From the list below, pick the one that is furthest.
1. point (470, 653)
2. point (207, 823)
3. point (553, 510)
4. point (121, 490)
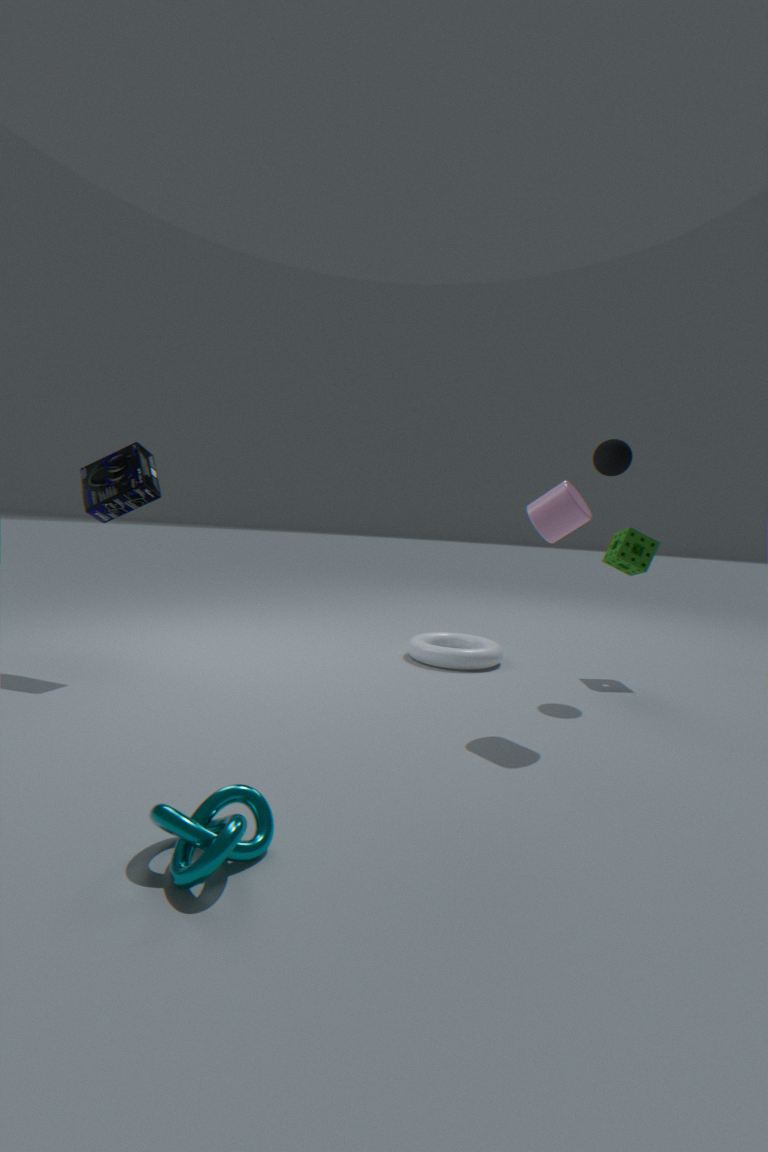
point (470, 653)
